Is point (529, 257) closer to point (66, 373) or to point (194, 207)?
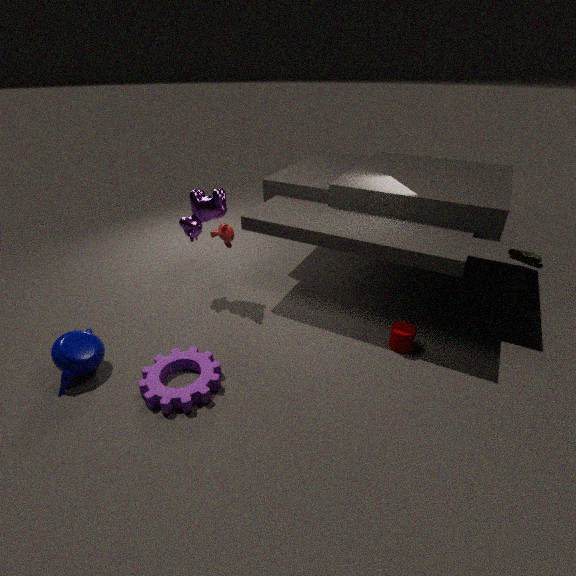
point (194, 207)
